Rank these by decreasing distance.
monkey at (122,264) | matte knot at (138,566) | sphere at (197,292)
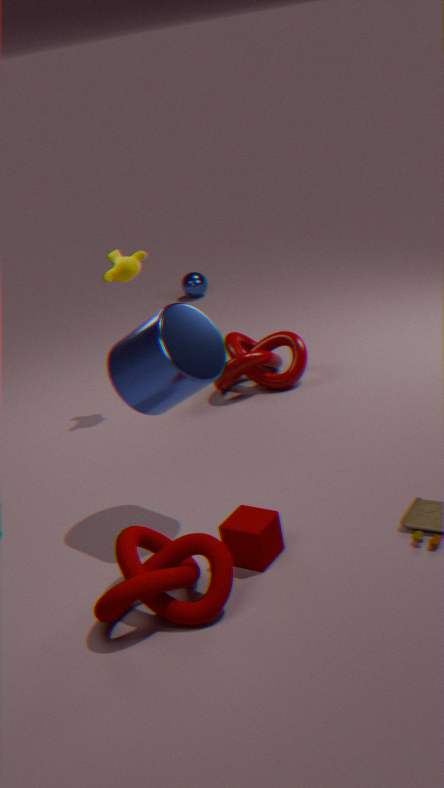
sphere at (197,292) → monkey at (122,264) → matte knot at (138,566)
